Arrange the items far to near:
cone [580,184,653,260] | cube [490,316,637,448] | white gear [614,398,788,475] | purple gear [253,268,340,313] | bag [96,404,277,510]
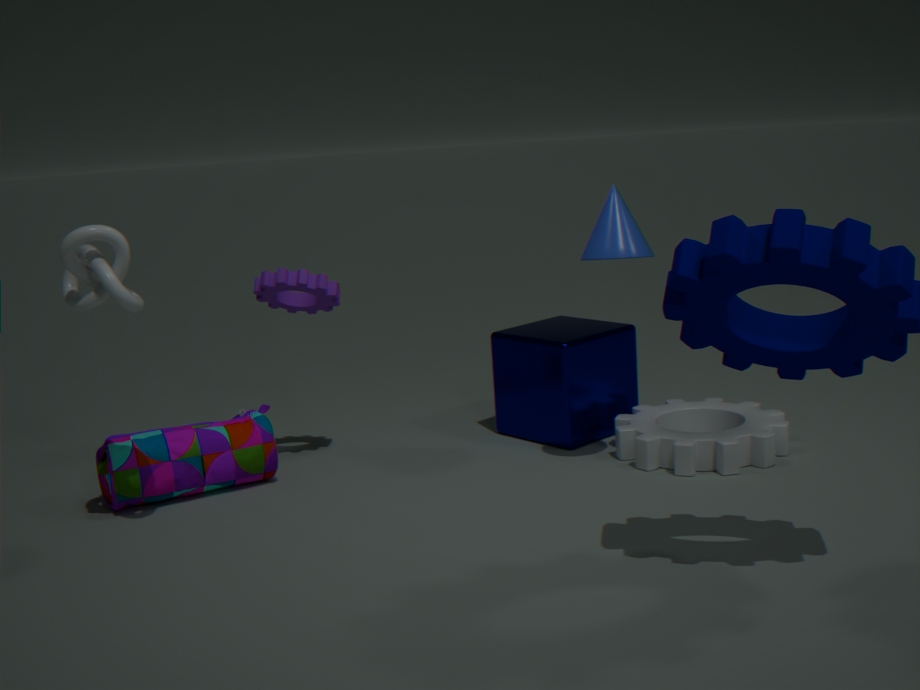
cube [490,316,637,448], purple gear [253,268,340,313], white gear [614,398,788,475], bag [96,404,277,510], cone [580,184,653,260]
